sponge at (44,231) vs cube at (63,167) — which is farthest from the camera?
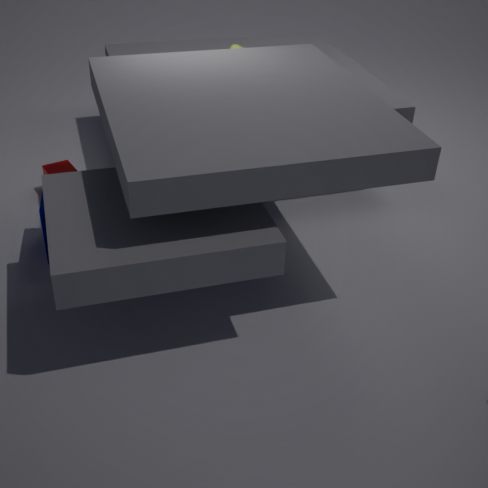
cube at (63,167)
